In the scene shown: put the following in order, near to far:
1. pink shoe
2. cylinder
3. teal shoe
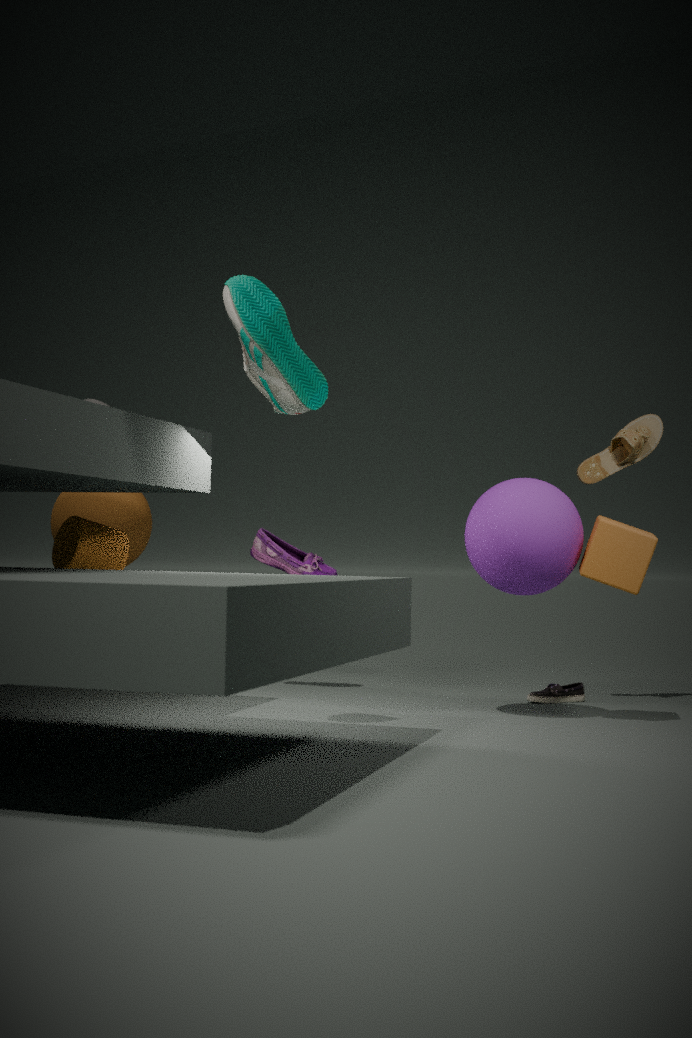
teal shoe < cylinder < pink shoe
